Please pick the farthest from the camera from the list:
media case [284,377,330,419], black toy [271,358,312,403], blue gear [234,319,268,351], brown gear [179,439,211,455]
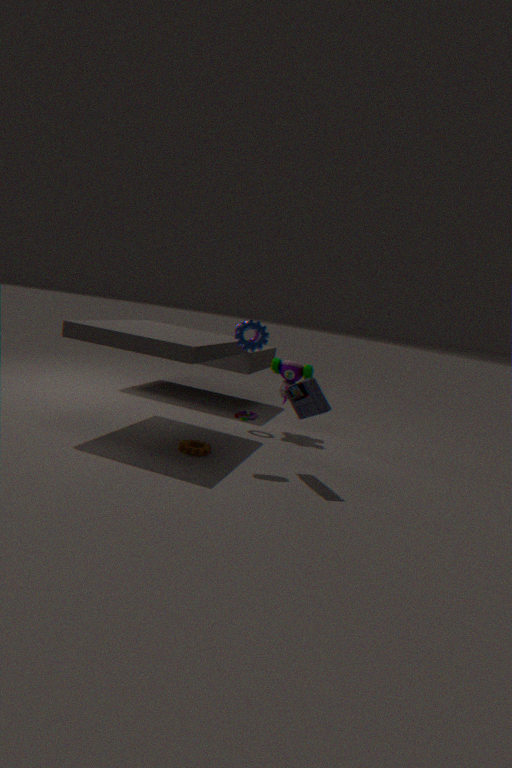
black toy [271,358,312,403]
